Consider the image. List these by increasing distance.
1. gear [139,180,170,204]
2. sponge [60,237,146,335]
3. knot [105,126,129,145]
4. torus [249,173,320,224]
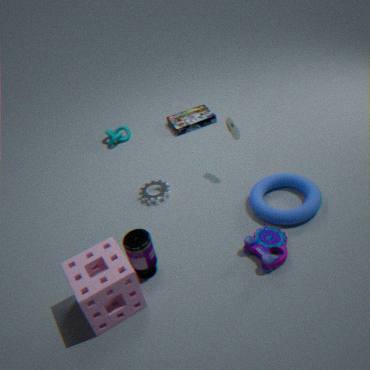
sponge [60,237,146,335] < torus [249,173,320,224] < gear [139,180,170,204] < knot [105,126,129,145]
